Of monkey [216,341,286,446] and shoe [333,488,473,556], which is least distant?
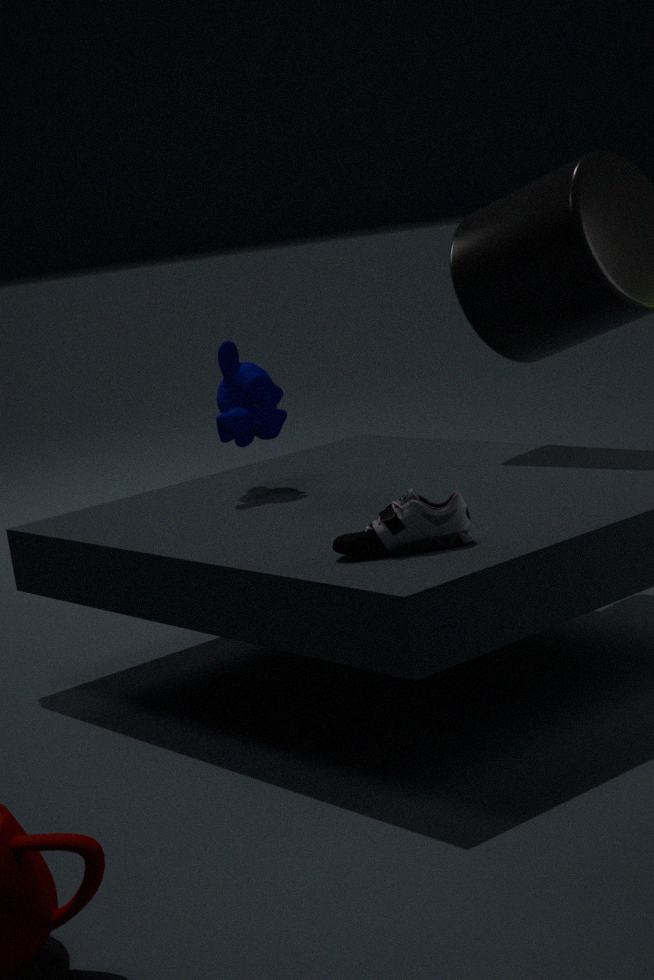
shoe [333,488,473,556]
